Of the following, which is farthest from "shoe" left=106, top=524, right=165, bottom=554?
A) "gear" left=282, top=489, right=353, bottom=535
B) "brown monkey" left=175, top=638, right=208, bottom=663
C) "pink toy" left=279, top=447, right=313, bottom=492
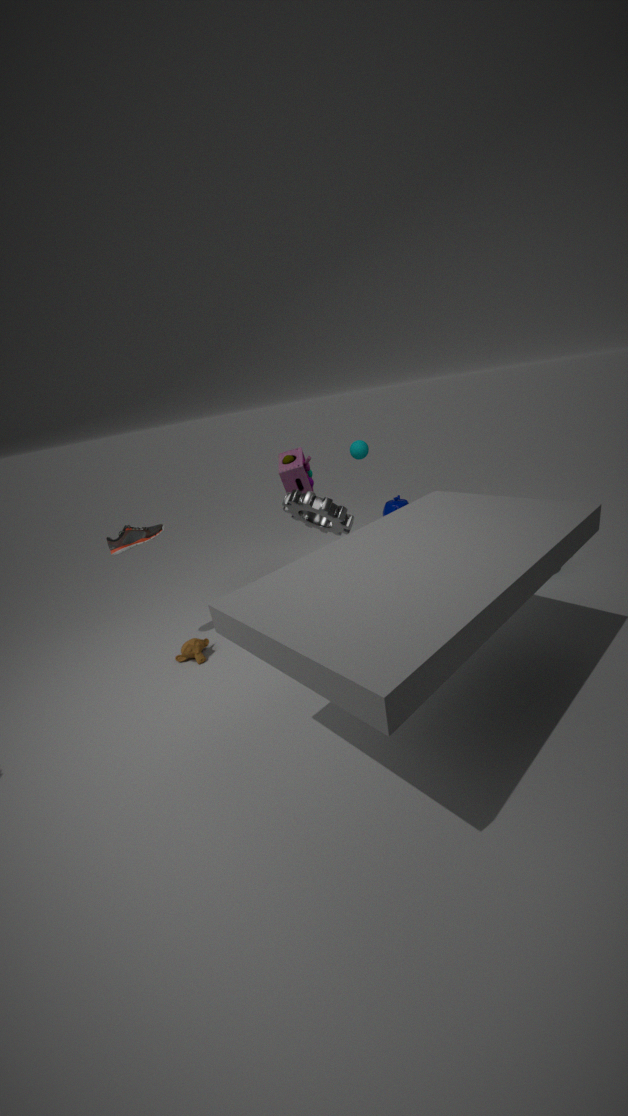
"pink toy" left=279, top=447, right=313, bottom=492
